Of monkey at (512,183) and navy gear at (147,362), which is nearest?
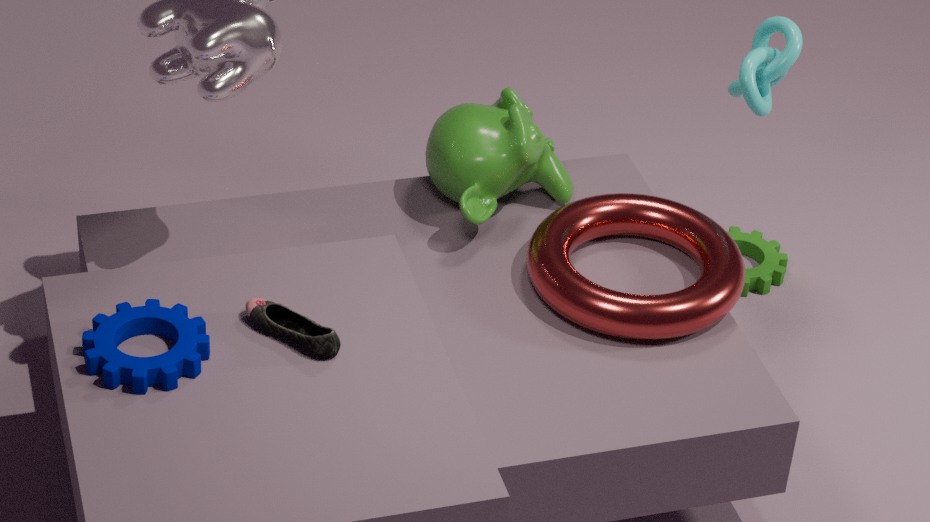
navy gear at (147,362)
